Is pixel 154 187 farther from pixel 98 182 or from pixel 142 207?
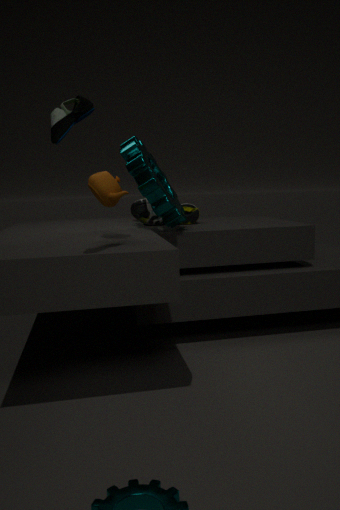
pixel 98 182
